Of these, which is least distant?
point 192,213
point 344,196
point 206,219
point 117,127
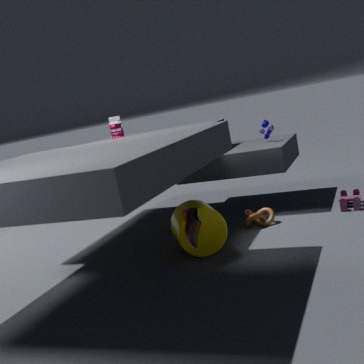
point 192,213
